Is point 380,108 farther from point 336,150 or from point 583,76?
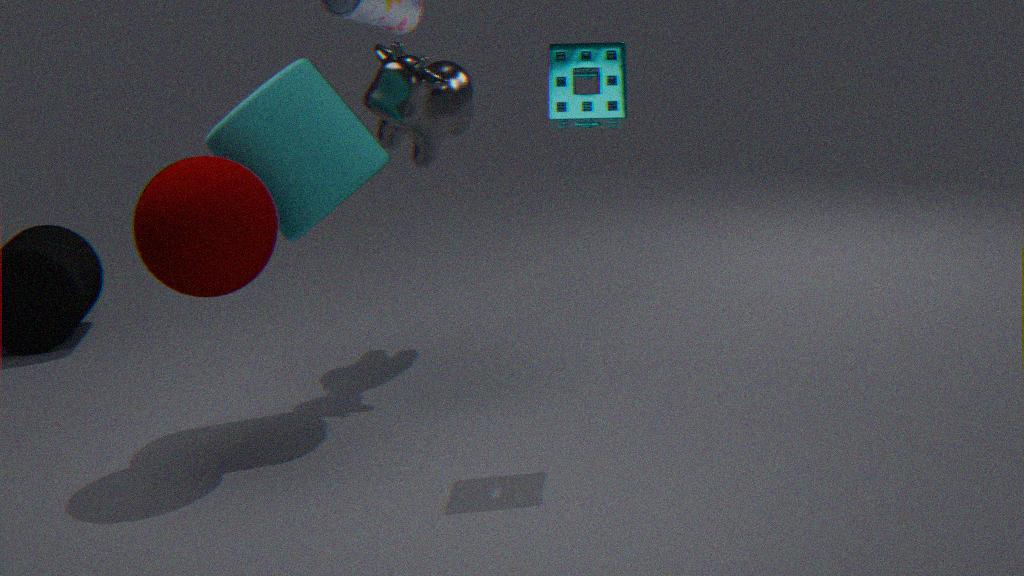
point 583,76
